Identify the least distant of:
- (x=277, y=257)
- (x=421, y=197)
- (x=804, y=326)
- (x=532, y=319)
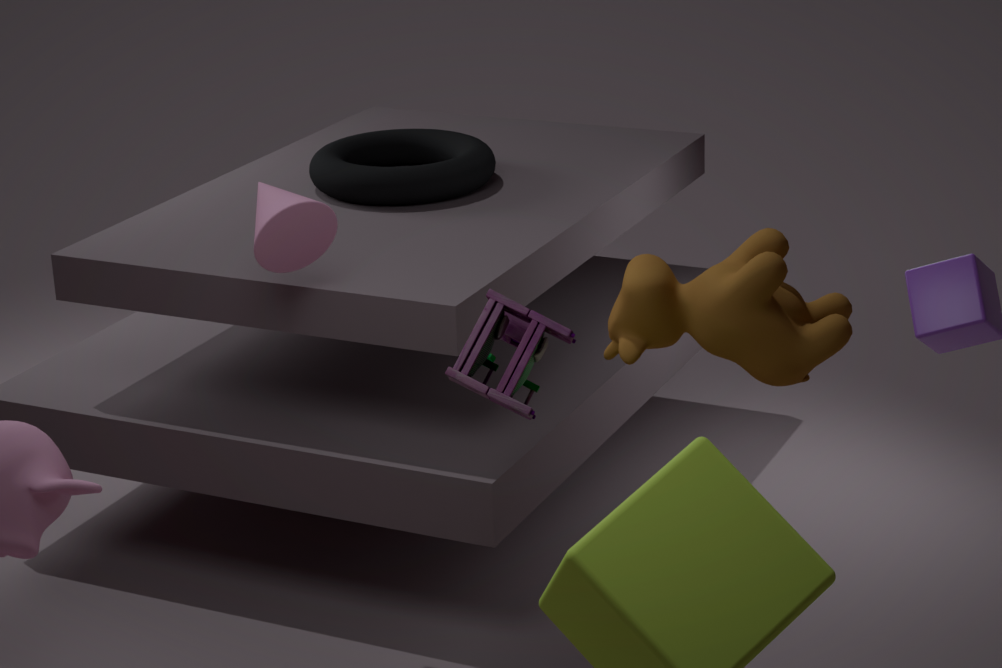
(x=804, y=326)
